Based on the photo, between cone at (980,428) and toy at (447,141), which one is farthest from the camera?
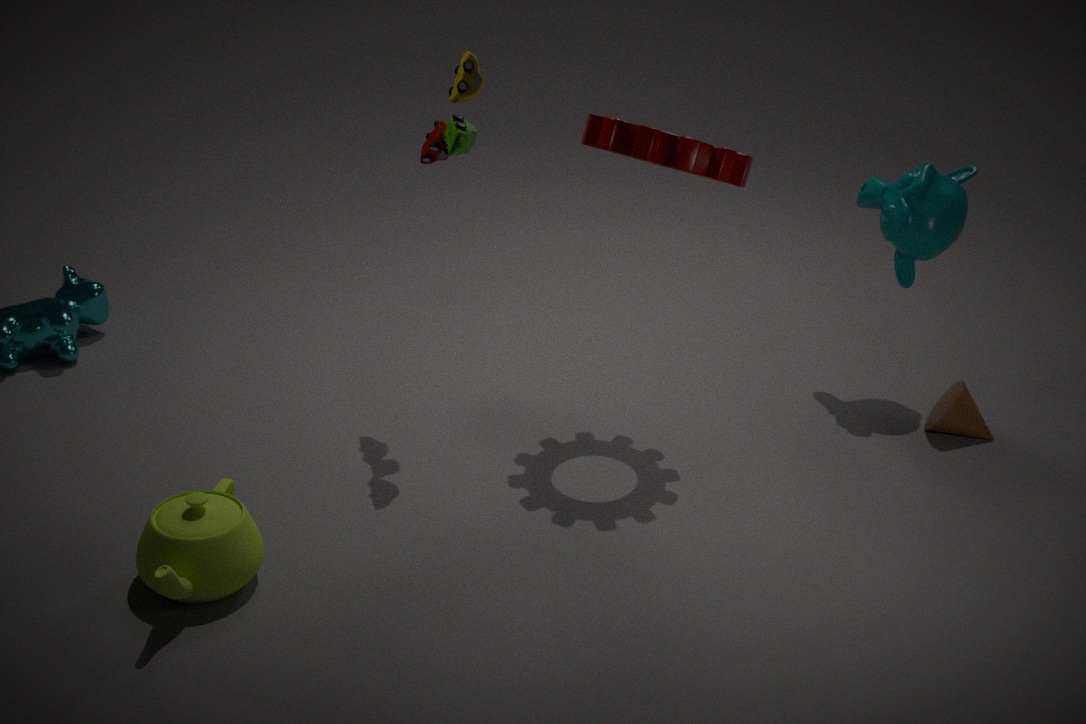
cone at (980,428)
